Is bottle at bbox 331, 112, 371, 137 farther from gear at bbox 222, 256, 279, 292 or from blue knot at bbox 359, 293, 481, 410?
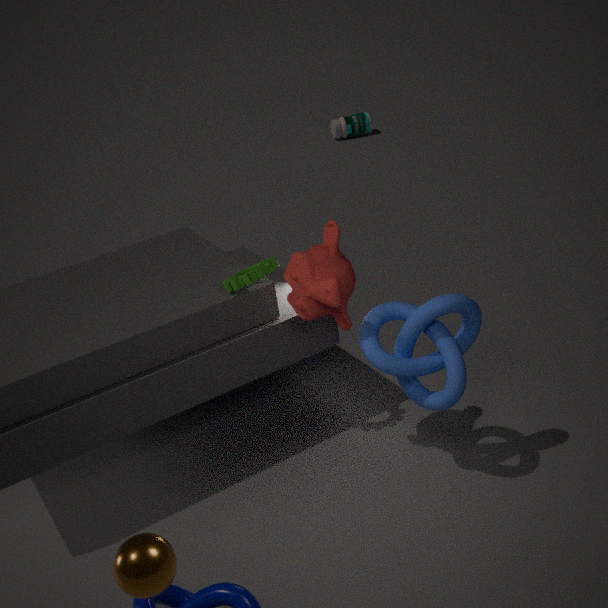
blue knot at bbox 359, 293, 481, 410
